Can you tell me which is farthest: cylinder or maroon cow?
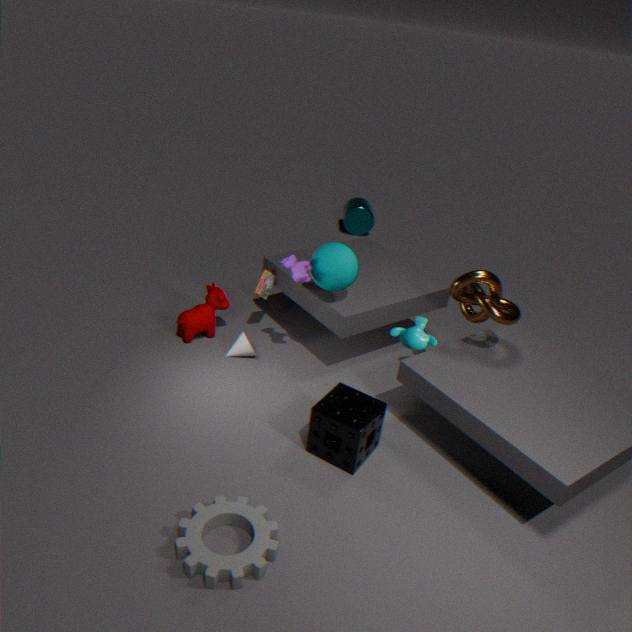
cylinder
